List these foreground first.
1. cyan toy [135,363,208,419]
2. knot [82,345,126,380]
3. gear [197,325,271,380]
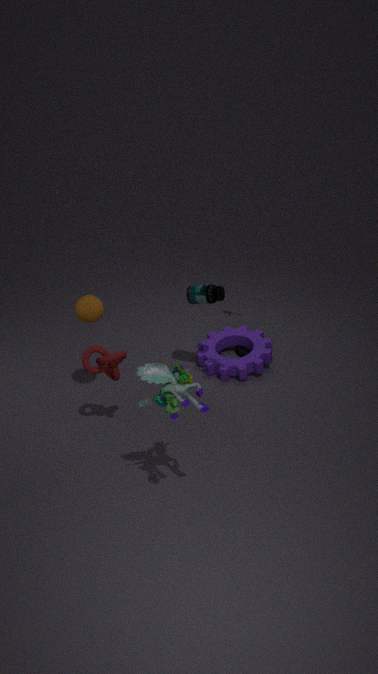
cyan toy [135,363,208,419] < knot [82,345,126,380] < gear [197,325,271,380]
